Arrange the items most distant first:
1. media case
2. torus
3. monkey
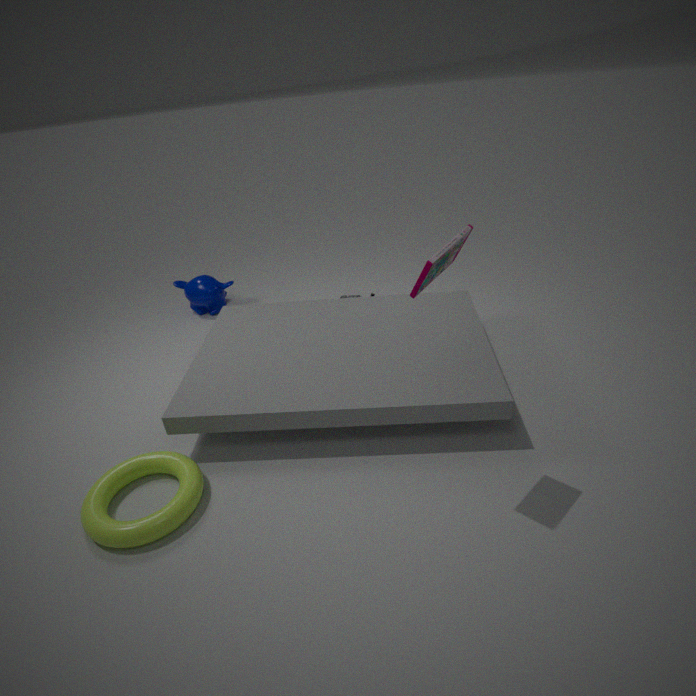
monkey < torus < media case
